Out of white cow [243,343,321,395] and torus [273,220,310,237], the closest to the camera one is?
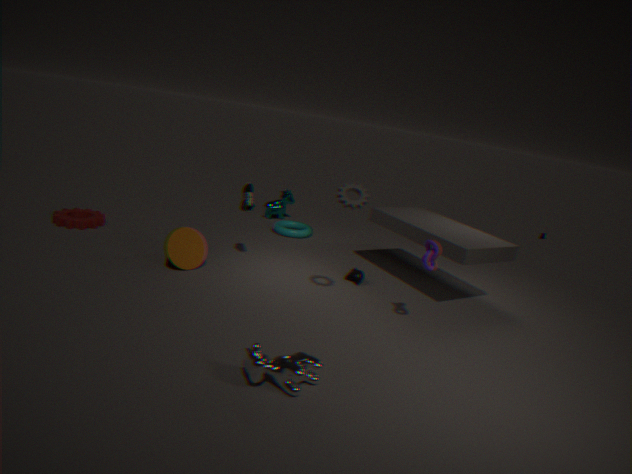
white cow [243,343,321,395]
